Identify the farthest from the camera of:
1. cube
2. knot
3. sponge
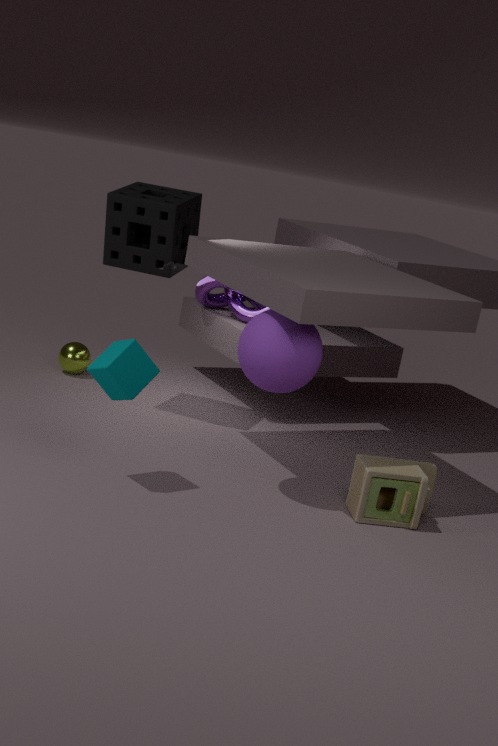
knot
